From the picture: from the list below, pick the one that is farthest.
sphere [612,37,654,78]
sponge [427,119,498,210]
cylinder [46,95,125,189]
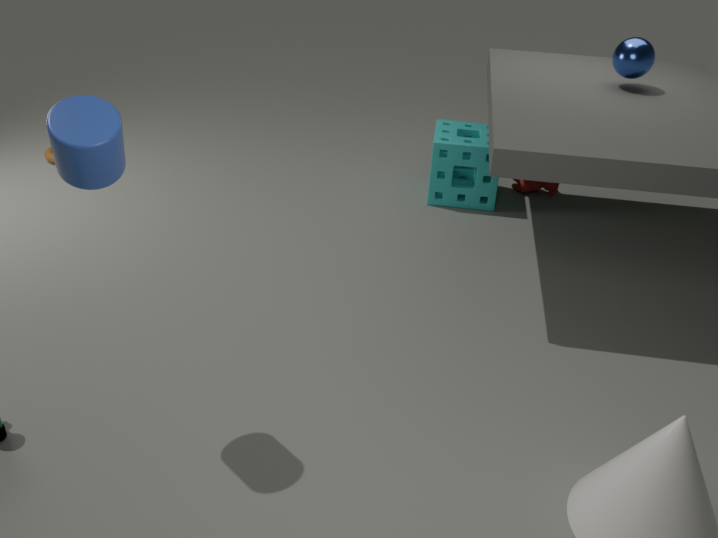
sponge [427,119,498,210]
